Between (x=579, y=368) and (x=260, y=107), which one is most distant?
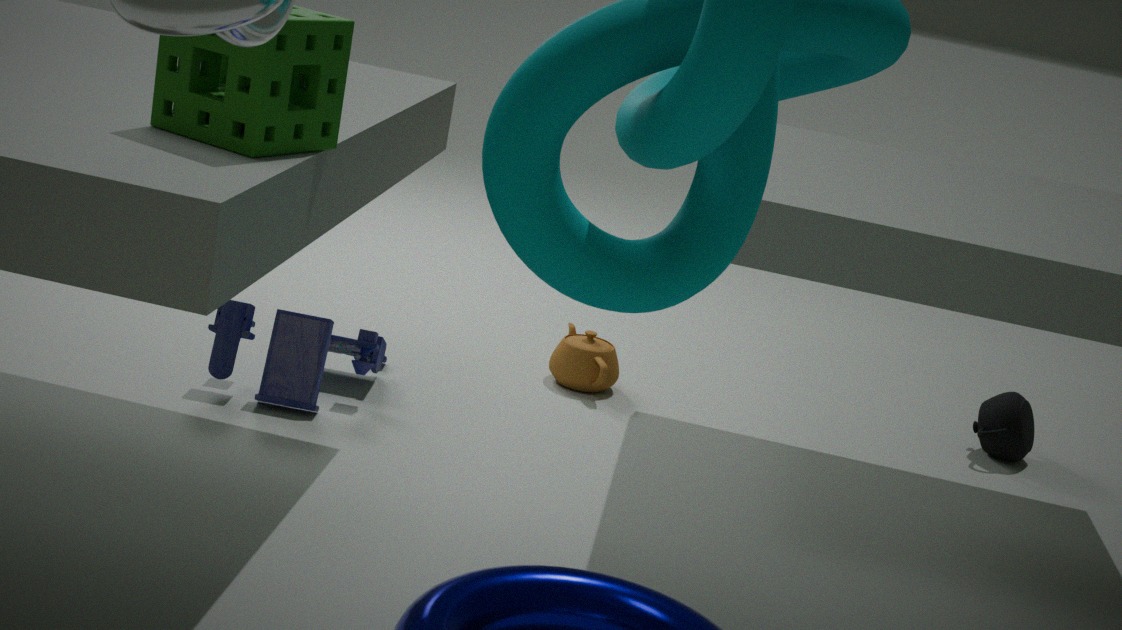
(x=579, y=368)
